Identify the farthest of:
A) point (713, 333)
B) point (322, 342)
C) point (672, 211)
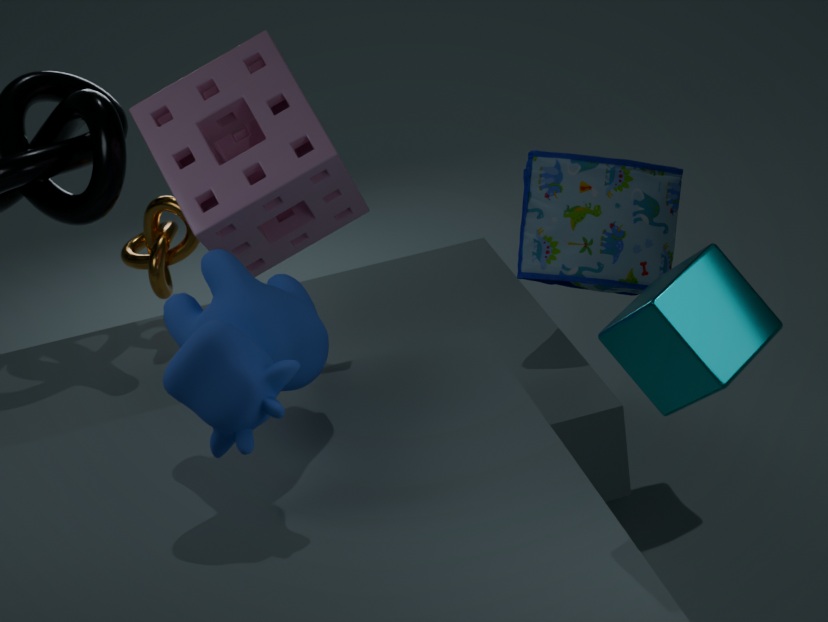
point (672, 211)
